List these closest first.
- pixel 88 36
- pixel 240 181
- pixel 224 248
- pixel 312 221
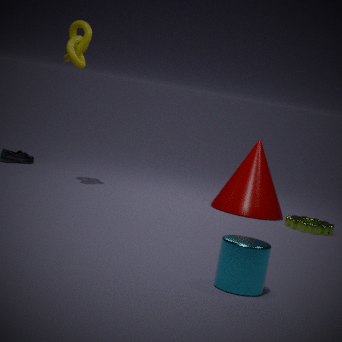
pixel 224 248, pixel 88 36, pixel 312 221, pixel 240 181
